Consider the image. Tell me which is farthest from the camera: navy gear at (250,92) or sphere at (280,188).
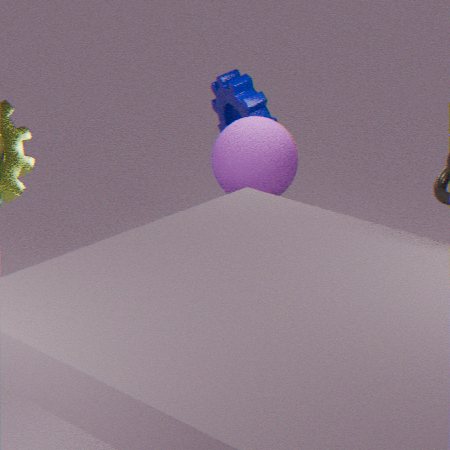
navy gear at (250,92)
